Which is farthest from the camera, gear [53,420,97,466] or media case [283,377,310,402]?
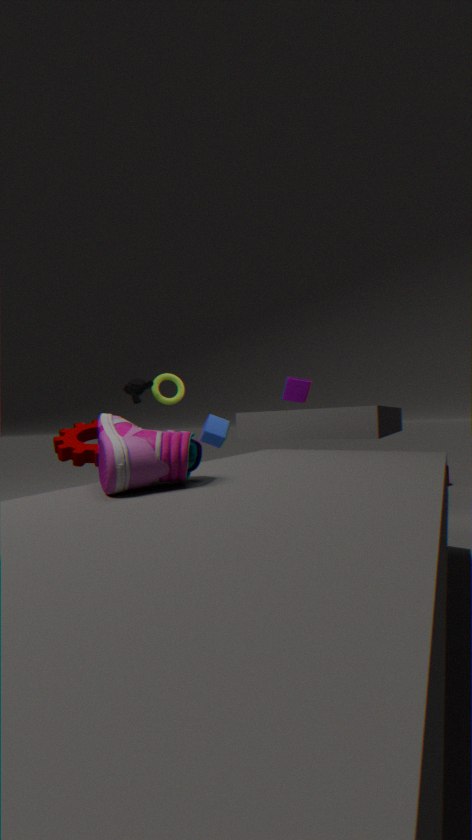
media case [283,377,310,402]
